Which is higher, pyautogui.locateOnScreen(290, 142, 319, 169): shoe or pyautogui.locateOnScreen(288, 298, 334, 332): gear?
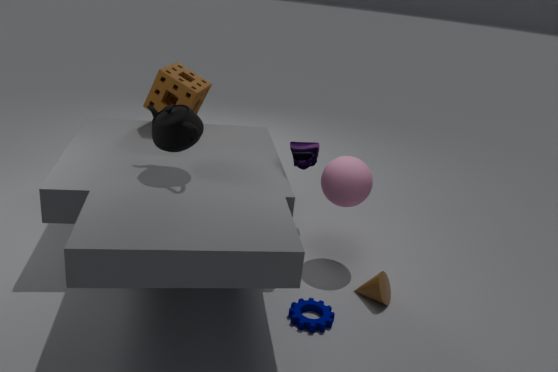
pyautogui.locateOnScreen(290, 142, 319, 169): shoe
